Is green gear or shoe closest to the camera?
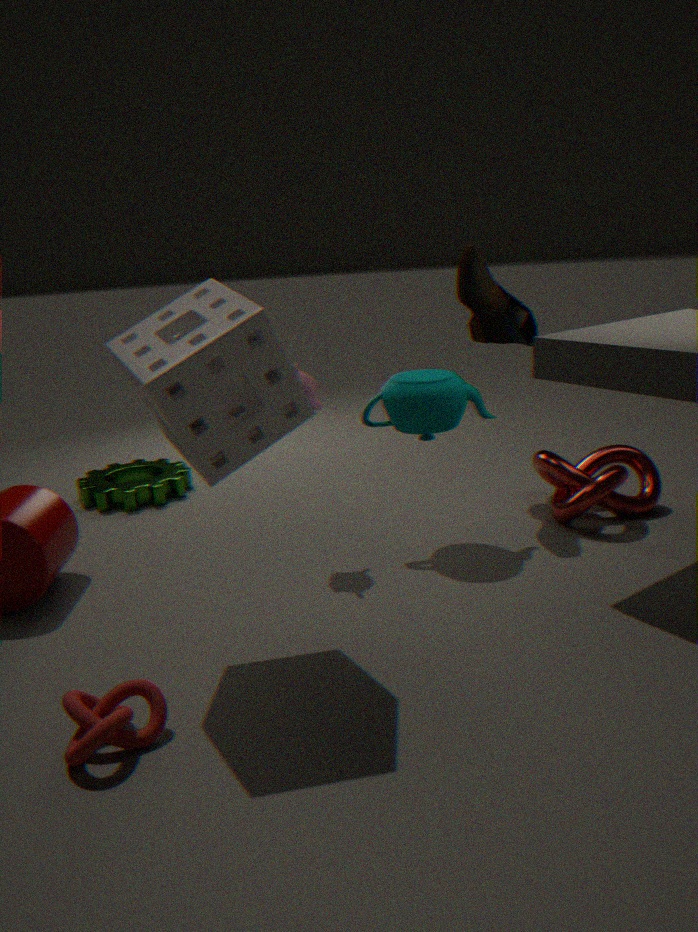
shoe
